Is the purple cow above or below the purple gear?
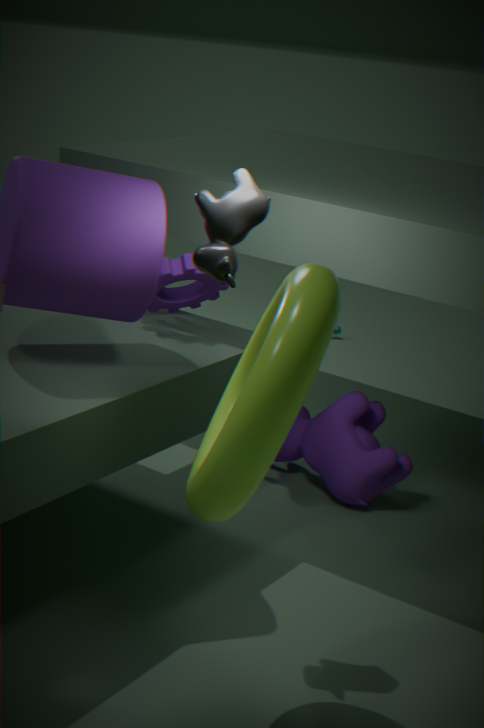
below
